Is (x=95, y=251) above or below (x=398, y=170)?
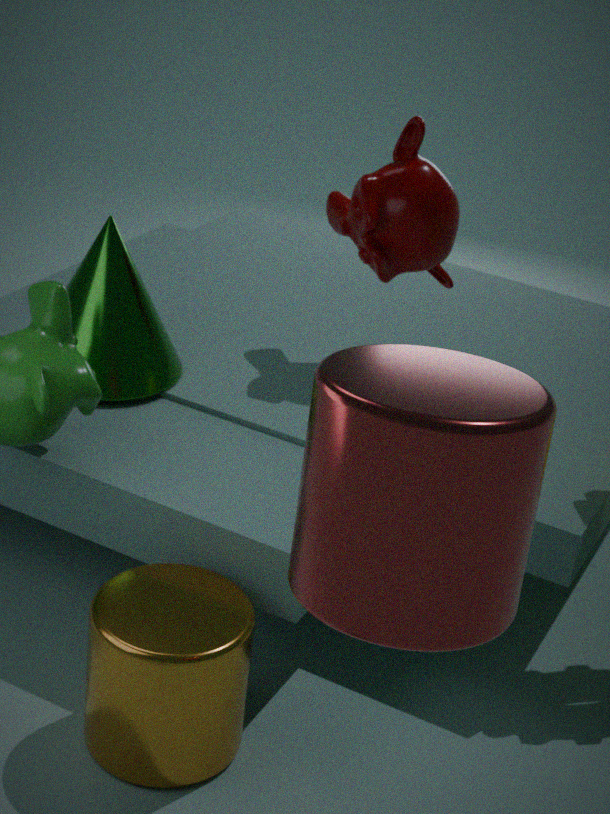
below
